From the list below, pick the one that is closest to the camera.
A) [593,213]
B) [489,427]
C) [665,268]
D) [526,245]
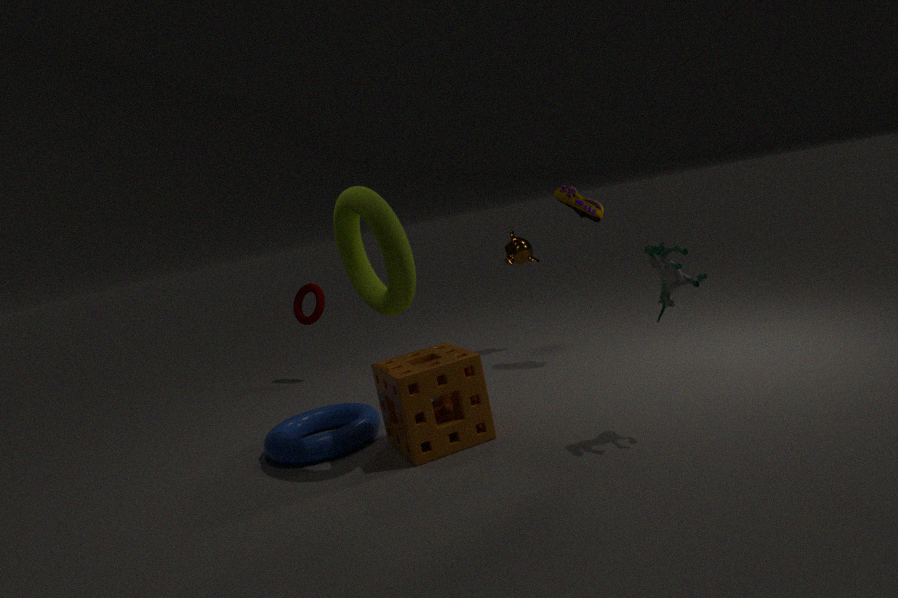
[665,268]
